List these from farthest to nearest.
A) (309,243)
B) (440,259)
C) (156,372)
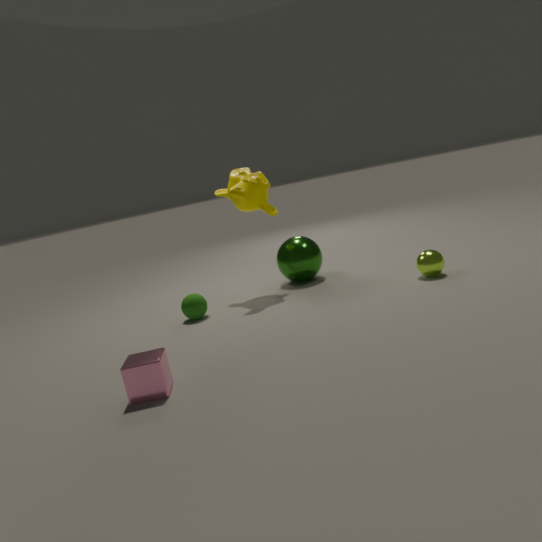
(309,243) → (440,259) → (156,372)
